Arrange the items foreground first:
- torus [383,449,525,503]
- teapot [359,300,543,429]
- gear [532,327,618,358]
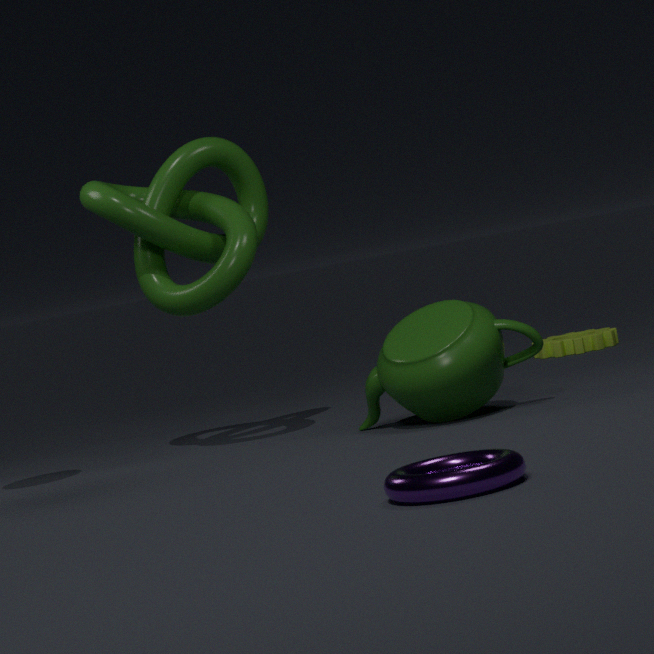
torus [383,449,525,503], teapot [359,300,543,429], gear [532,327,618,358]
